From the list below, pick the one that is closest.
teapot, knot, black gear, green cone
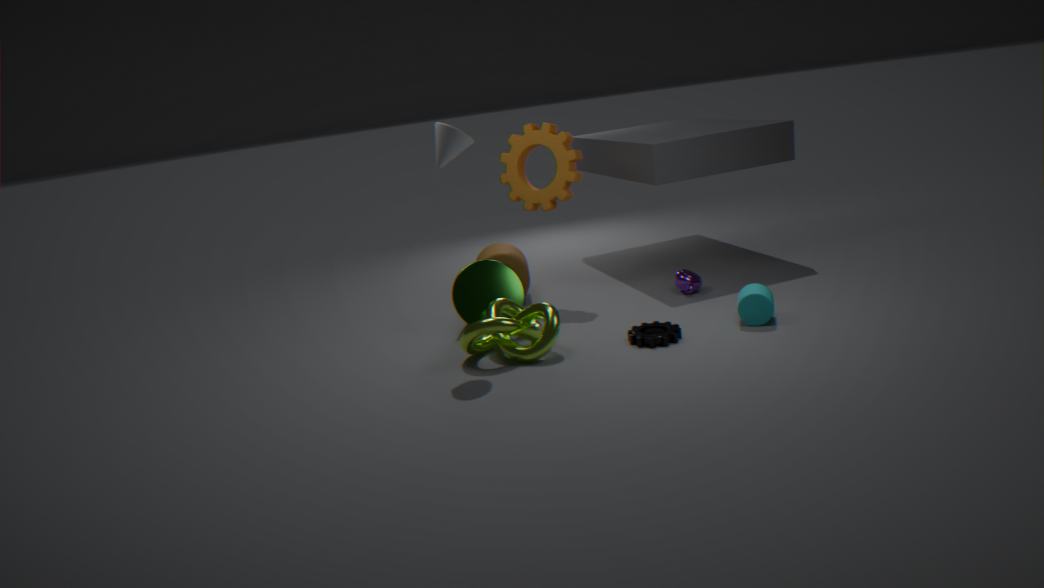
knot
